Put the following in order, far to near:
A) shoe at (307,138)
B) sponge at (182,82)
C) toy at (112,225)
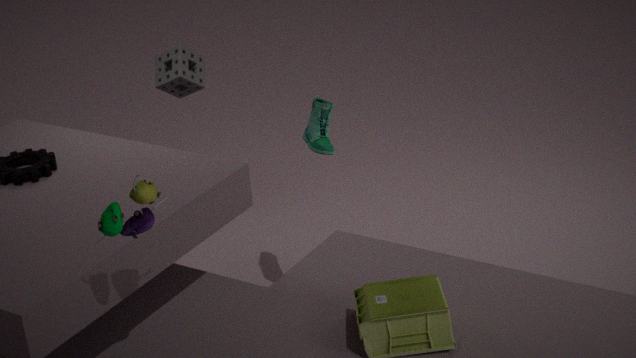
B. sponge at (182,82), A. shoe at (307,138), C. toy at (112,225)
